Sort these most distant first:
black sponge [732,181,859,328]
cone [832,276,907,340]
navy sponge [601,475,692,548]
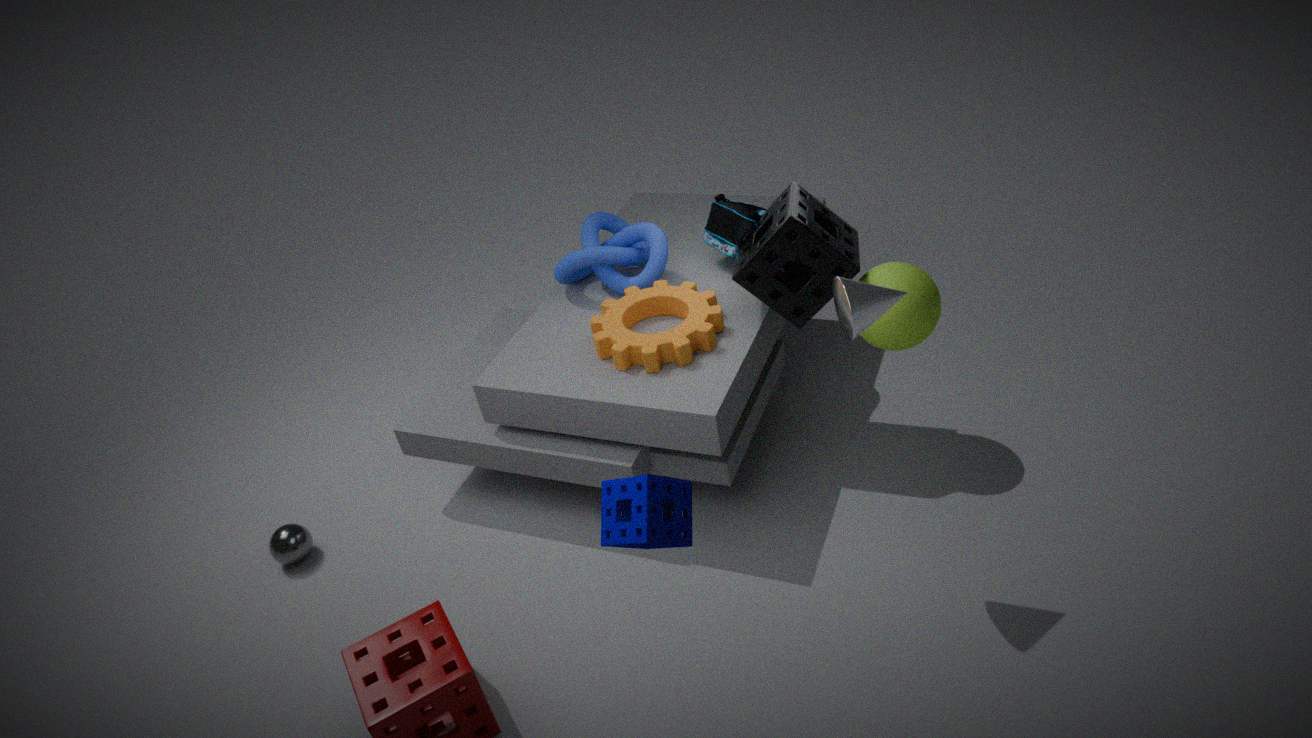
black sponge [732,181,859,328] < cone [832,276,907,340] < navy sponge [601,475,692,548]
